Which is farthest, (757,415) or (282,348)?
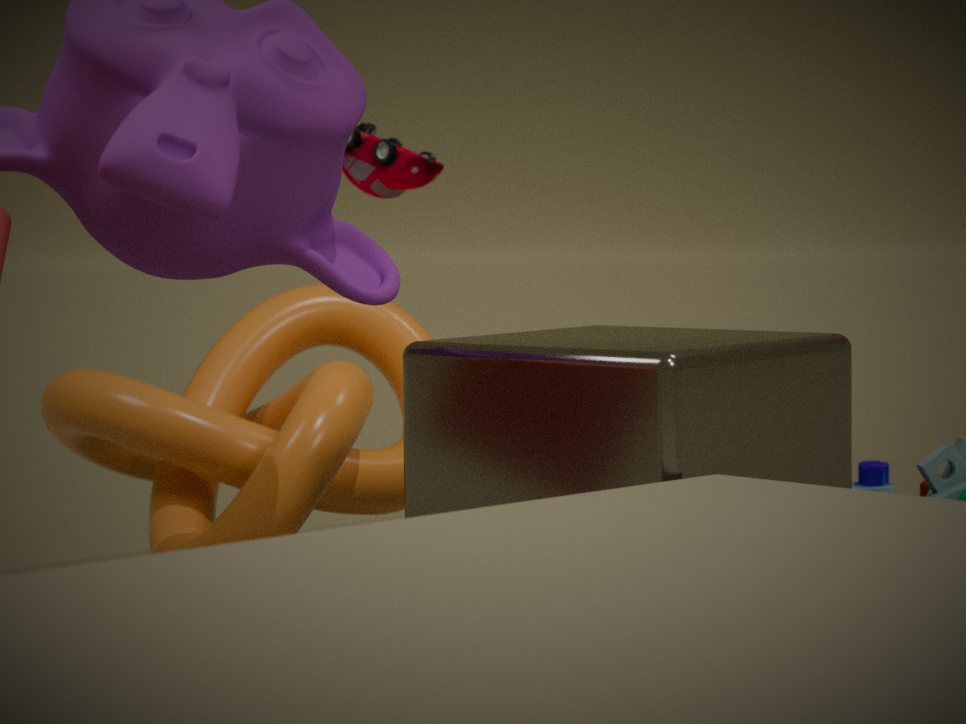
(282,348)
